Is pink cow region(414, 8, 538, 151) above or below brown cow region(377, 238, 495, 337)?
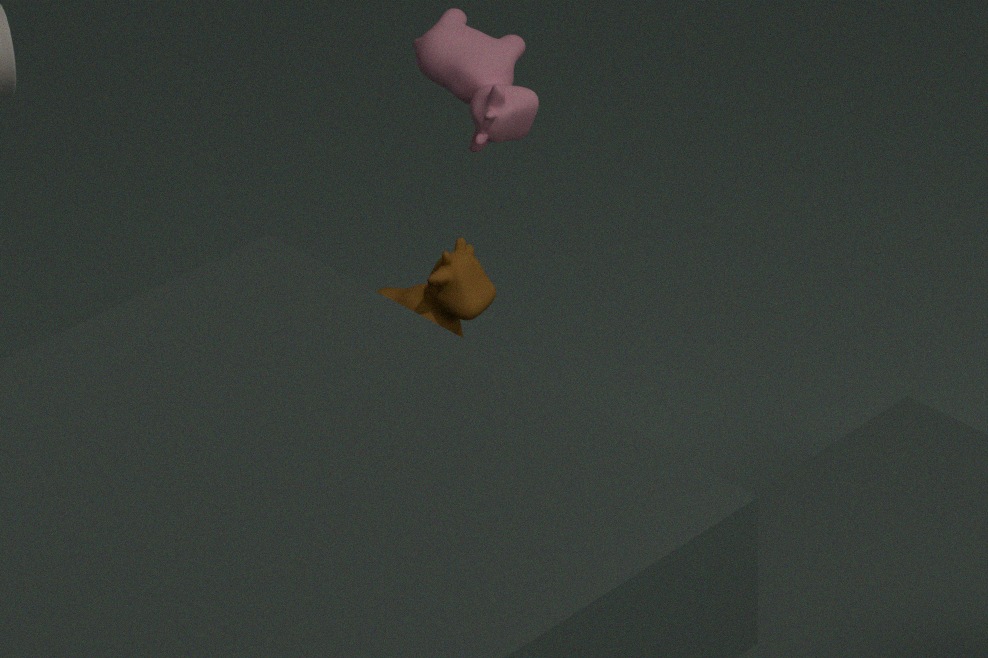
above
